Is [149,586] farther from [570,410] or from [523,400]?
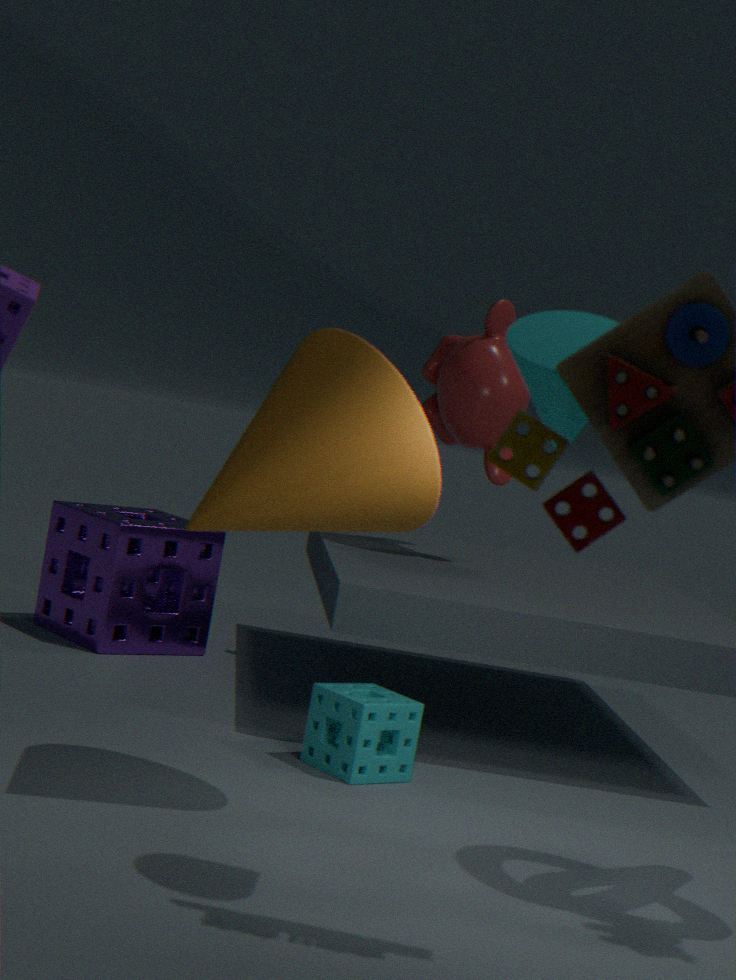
[570,410]
